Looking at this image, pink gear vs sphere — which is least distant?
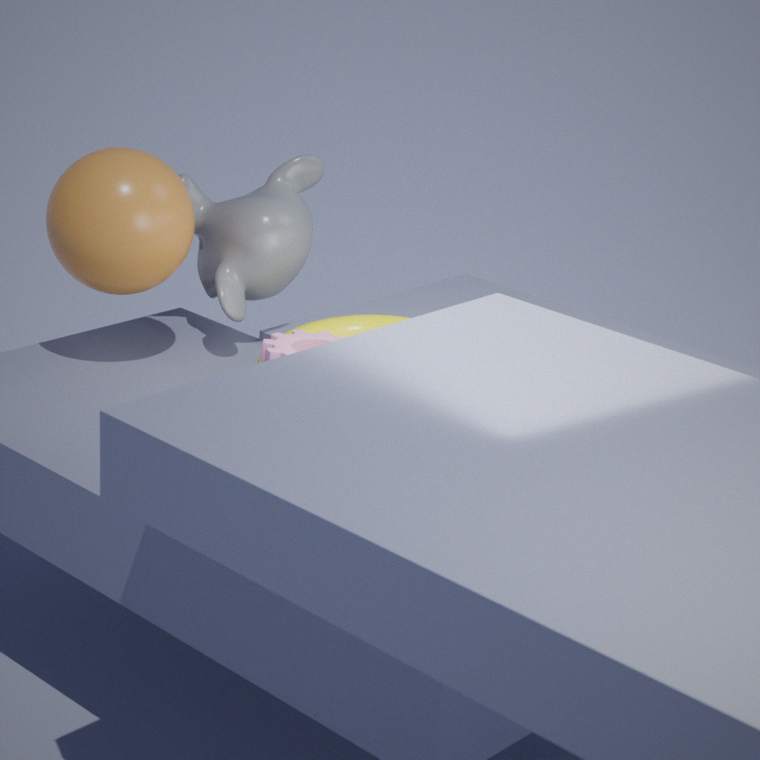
pink gear
